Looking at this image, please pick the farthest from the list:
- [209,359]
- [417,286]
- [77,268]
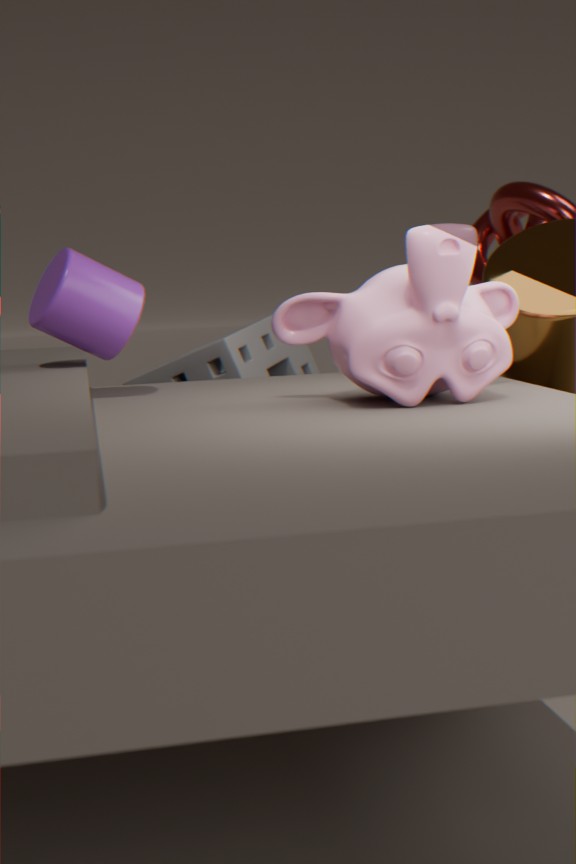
[209,359]
